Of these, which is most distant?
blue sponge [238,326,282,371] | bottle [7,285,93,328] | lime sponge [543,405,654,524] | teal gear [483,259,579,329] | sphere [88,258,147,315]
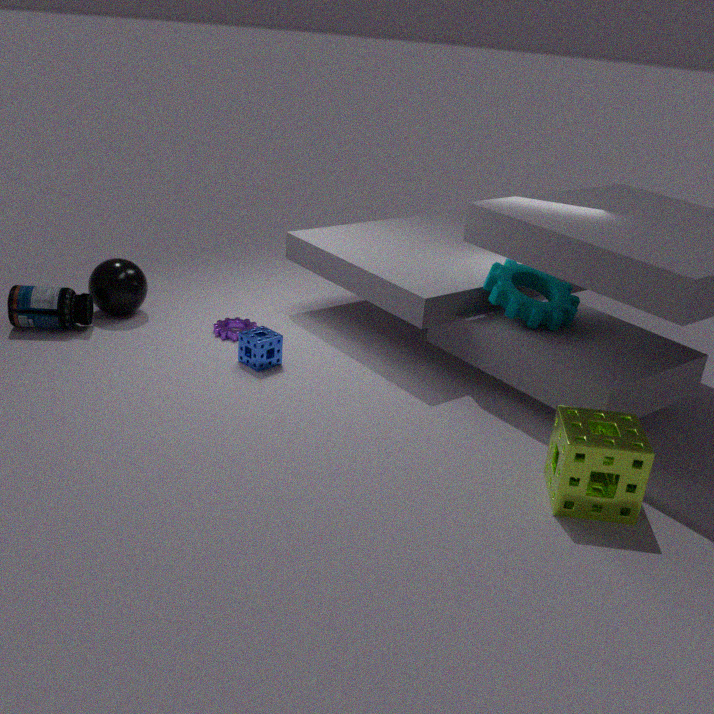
sphere [88,258,147,315]
